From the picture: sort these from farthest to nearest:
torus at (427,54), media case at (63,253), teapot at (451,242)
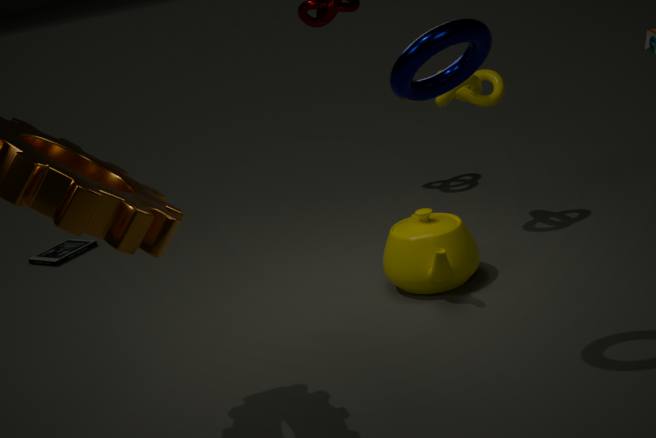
media case at (63,253) < teapot at (451,242) < torus at (427,54)
